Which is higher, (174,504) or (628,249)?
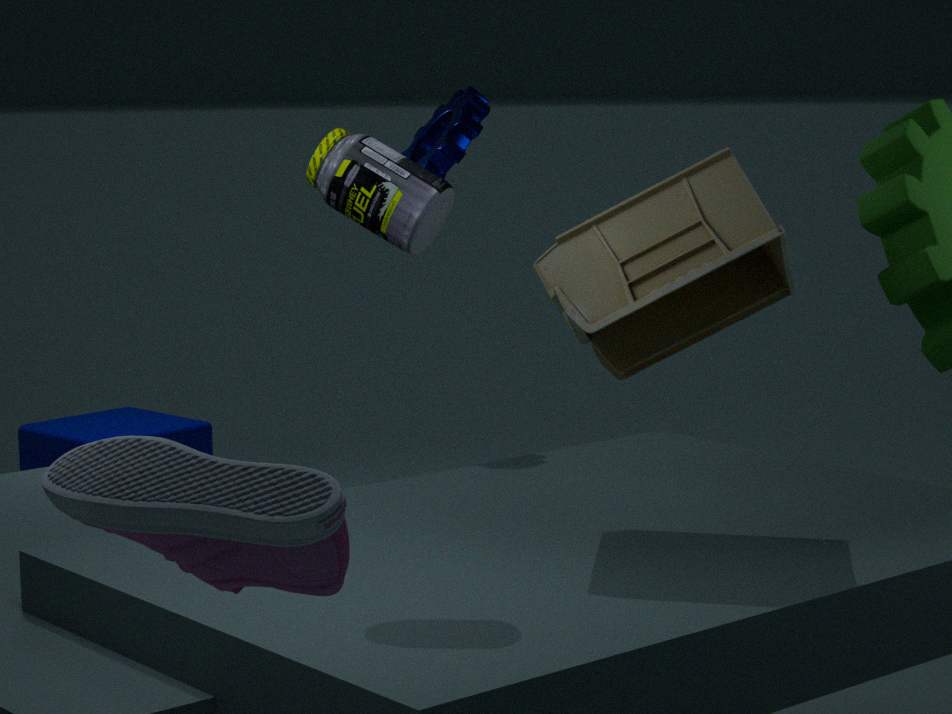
(628,249)
